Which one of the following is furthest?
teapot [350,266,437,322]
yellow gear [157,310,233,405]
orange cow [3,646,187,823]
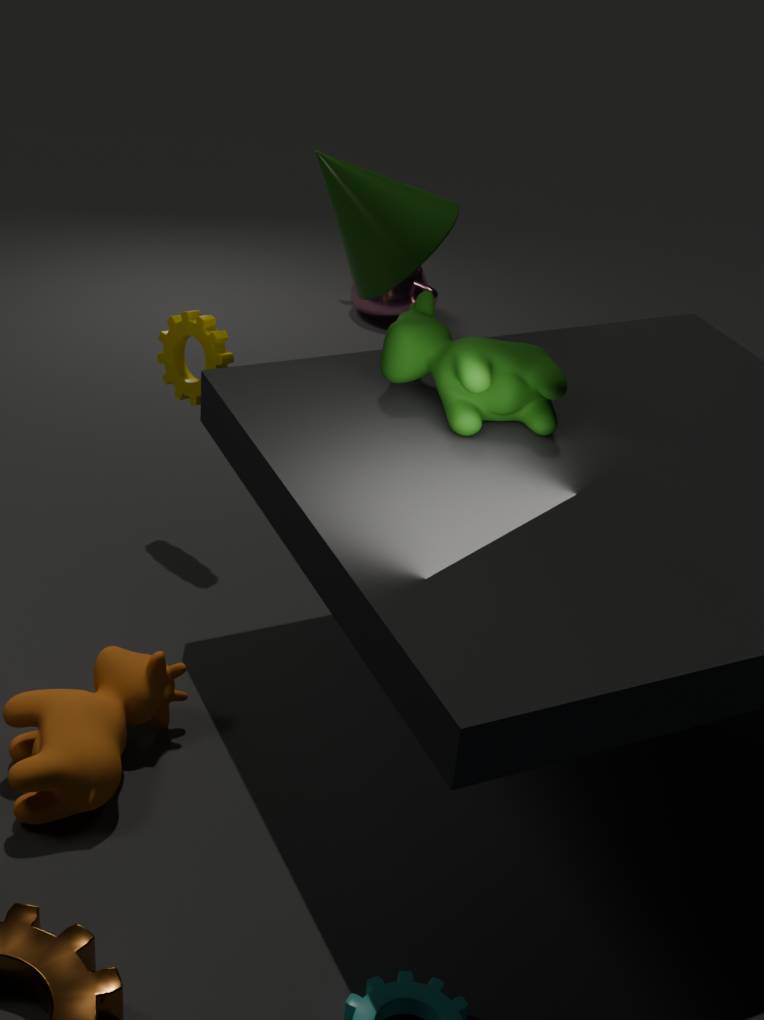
teapot [350,266,437,322]
